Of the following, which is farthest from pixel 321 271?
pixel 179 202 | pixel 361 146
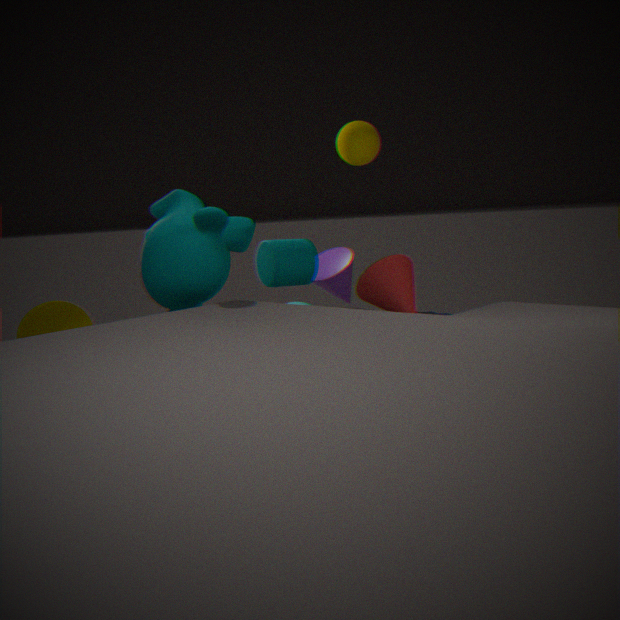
pixel 179 202
